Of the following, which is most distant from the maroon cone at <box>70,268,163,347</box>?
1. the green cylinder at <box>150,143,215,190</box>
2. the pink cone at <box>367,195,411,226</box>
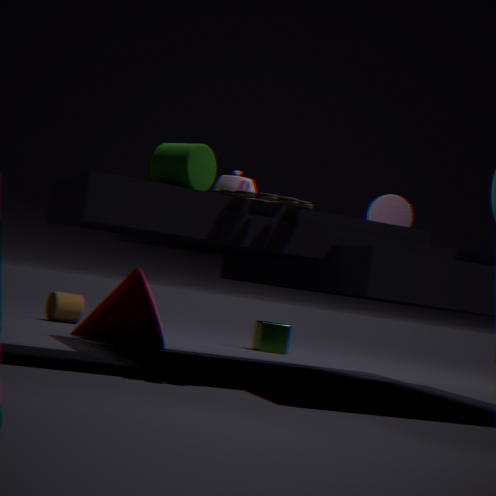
the green cylinder at <box>150,143,215,190</box>
